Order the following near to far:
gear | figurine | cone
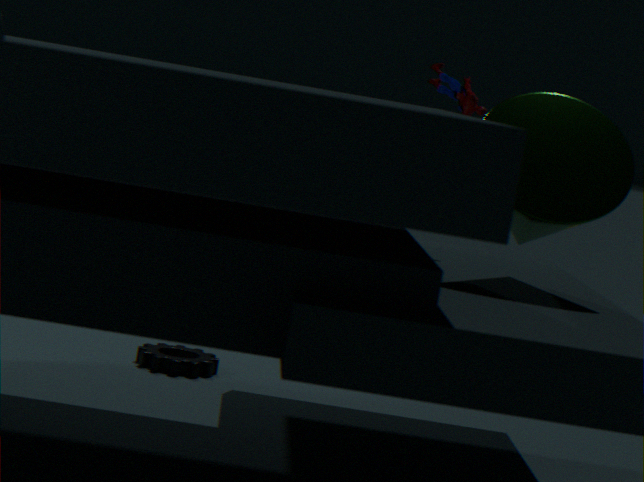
cone < figurine < gear
